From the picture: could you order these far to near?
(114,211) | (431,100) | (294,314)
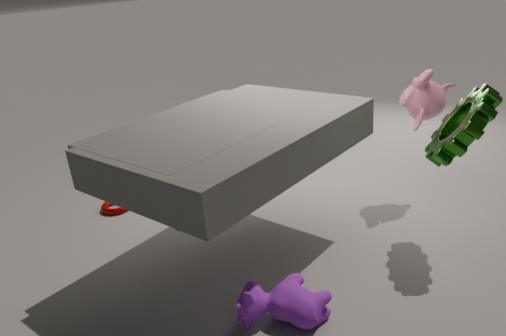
(114,211), (431,100), (294,314)
